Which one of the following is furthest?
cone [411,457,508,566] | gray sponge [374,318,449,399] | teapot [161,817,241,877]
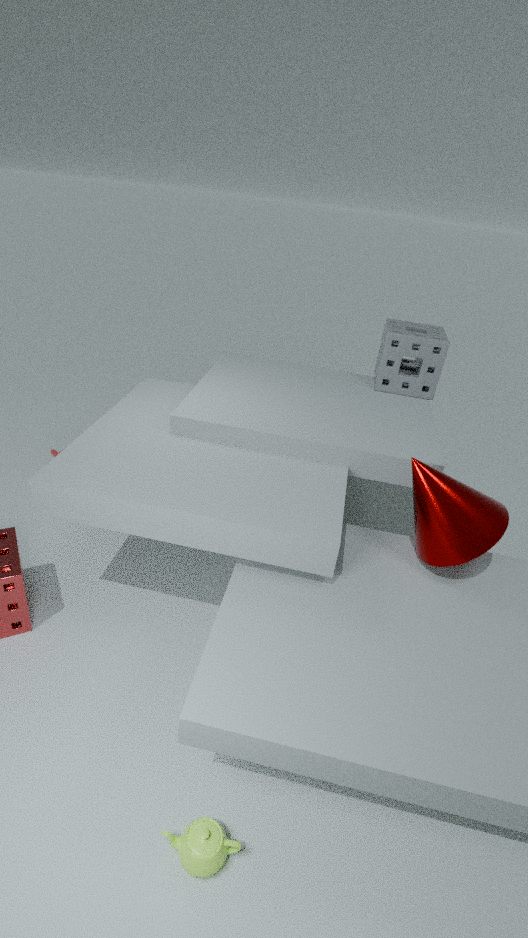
gray sponge [374,318,449,399]
